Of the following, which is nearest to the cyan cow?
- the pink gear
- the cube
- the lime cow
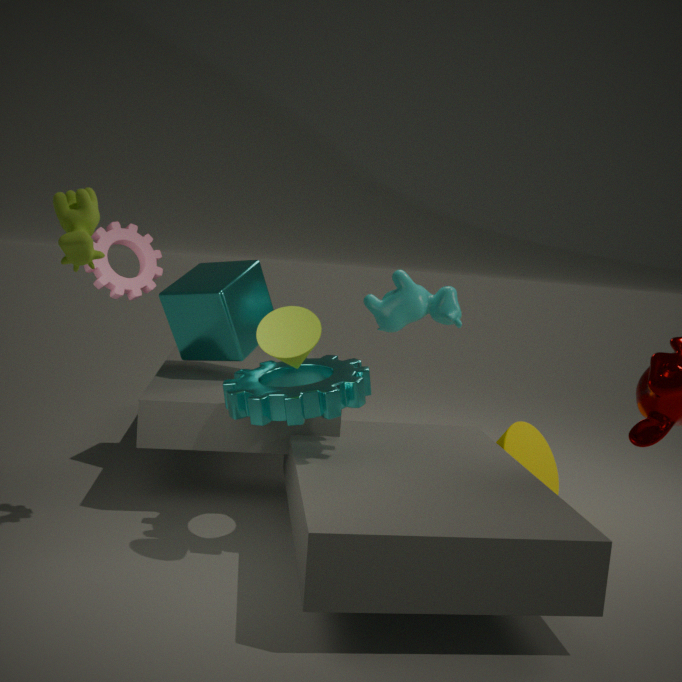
the cube
